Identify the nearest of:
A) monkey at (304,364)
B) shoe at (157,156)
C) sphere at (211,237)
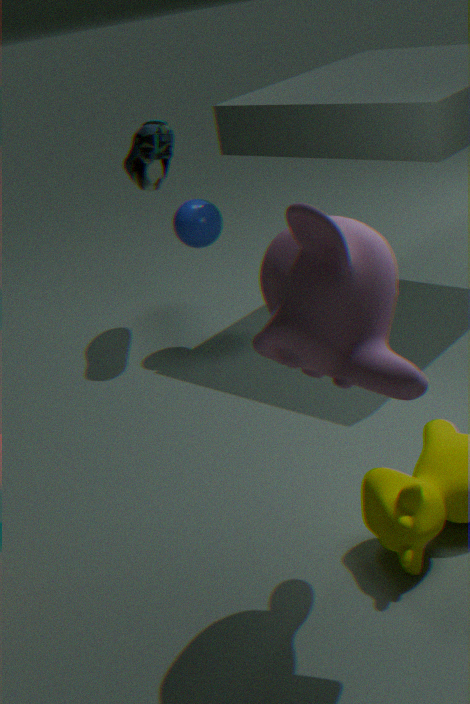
monkey at (304,364)
